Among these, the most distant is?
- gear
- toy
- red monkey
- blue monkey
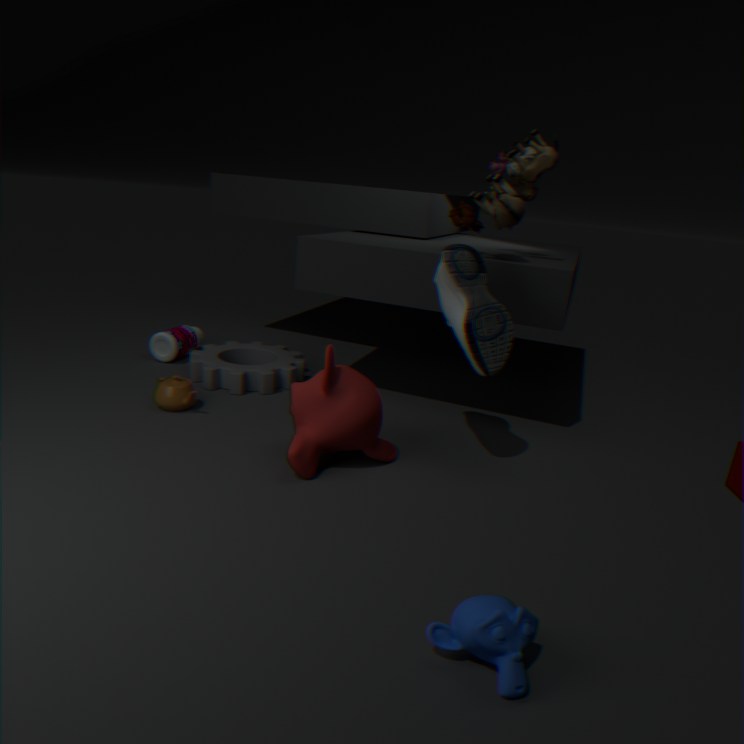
gear
